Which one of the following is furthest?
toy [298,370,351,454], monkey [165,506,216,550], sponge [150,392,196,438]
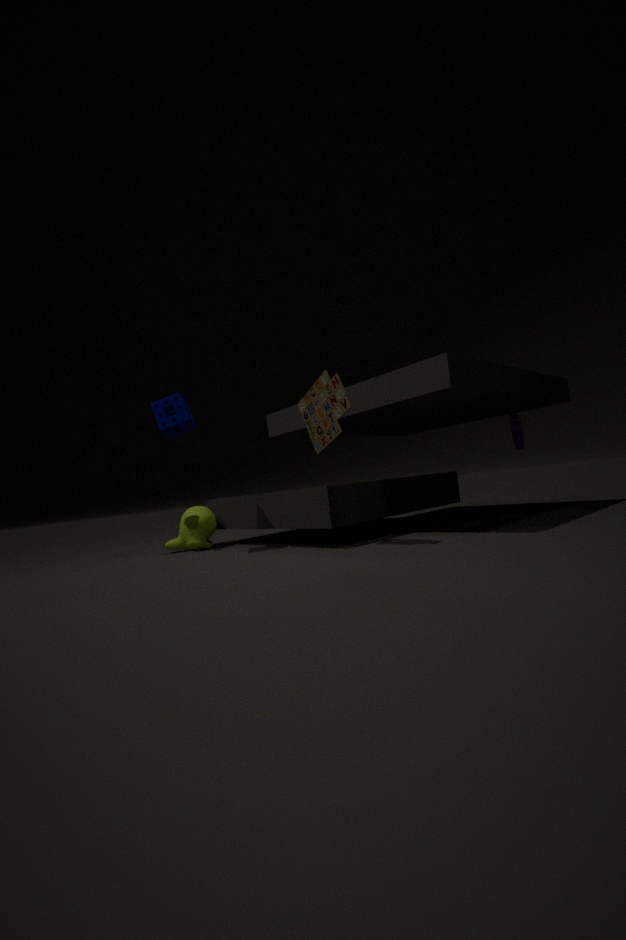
monkey [165,506,216,550]
